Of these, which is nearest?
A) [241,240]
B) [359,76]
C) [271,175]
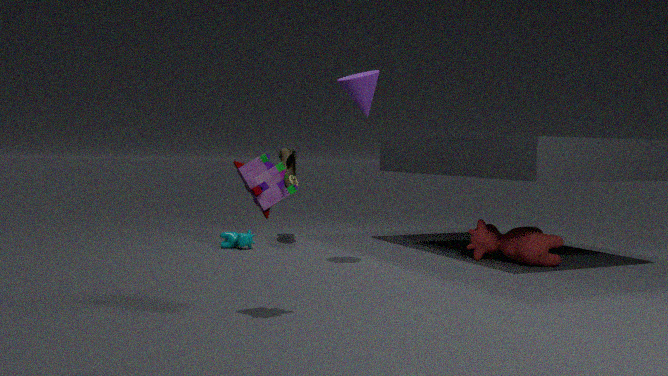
C. [271,175]
